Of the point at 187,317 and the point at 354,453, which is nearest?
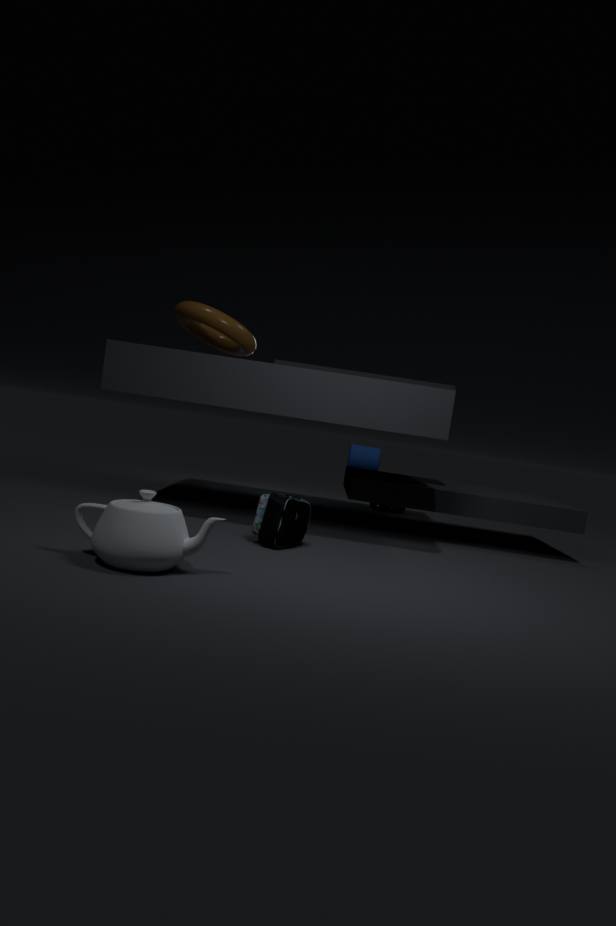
the point at 187,317
